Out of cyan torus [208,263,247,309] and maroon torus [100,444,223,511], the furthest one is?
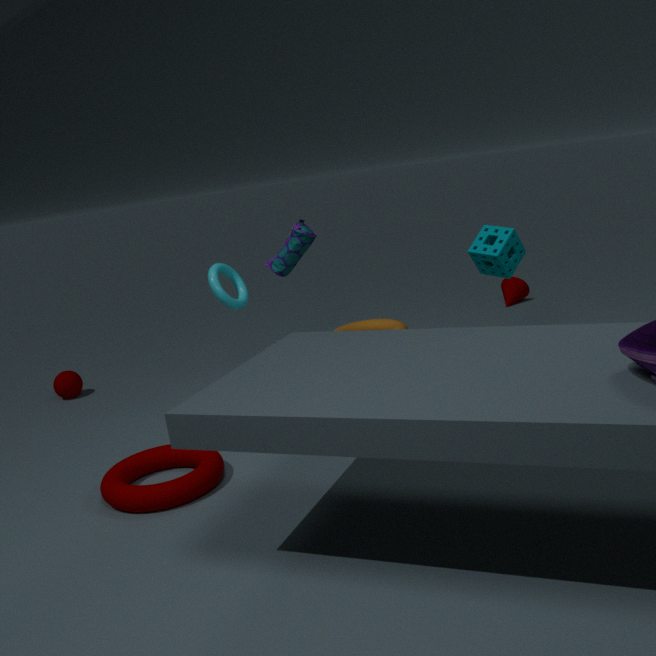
cyan torus [208,263,247,309]
